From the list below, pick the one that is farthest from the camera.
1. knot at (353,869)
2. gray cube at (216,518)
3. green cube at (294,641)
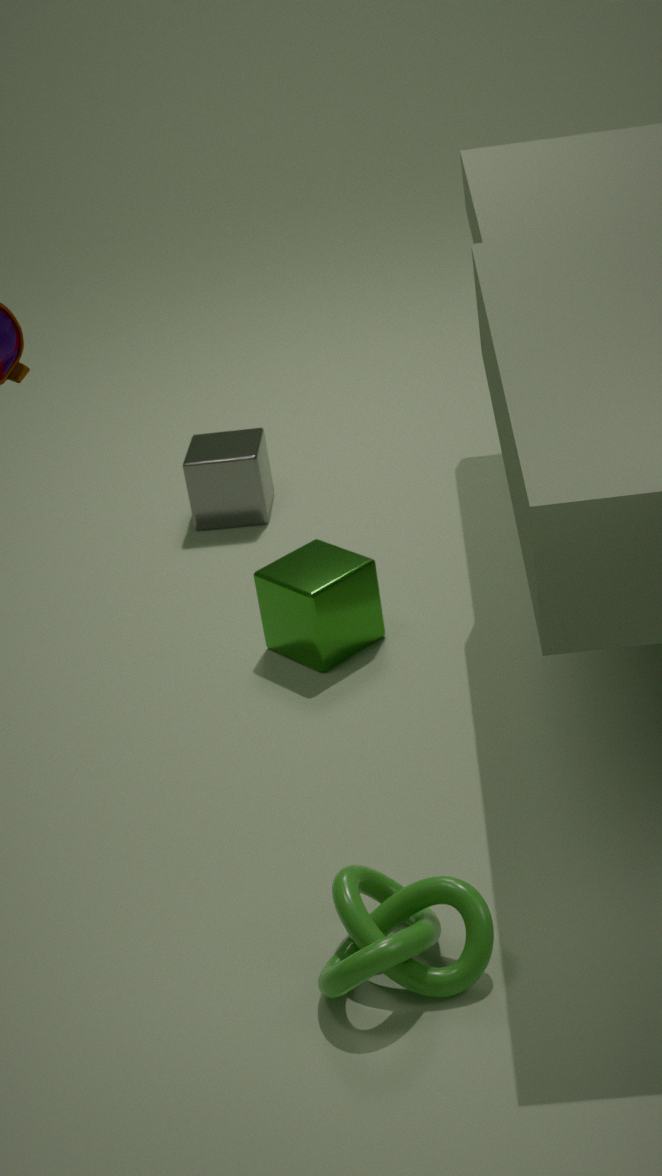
gray cube at (216,518)
